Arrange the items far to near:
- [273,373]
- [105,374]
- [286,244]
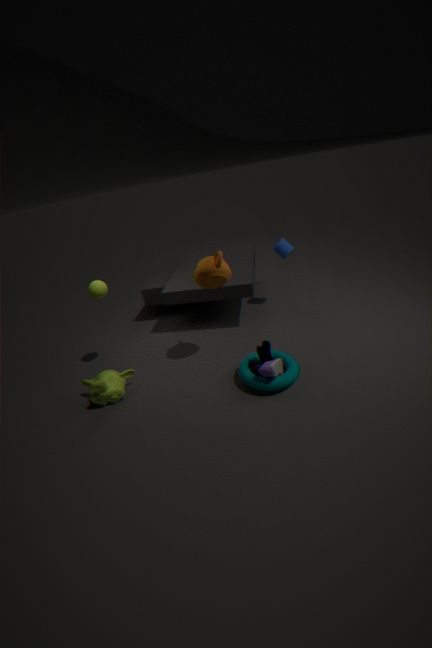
[286,244] → [105,374] → [273,373]
